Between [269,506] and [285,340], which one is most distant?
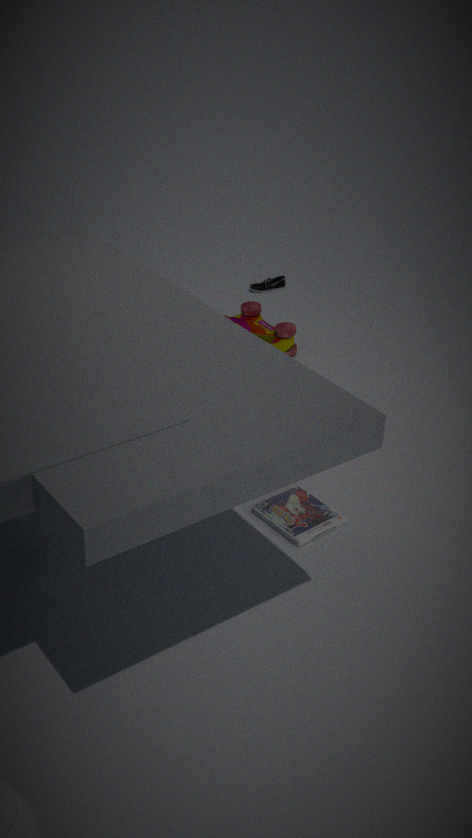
[285,340]
